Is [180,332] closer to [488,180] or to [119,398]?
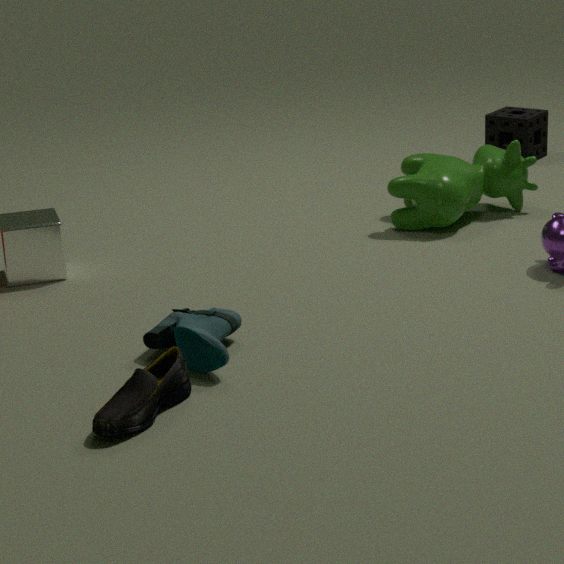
[119,398]
